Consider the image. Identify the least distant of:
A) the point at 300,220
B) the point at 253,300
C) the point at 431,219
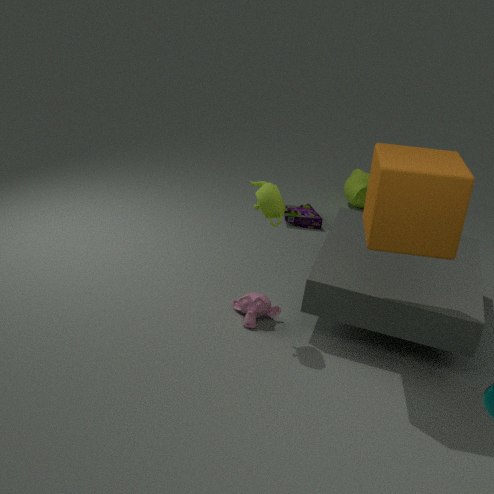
the point at 431,219
